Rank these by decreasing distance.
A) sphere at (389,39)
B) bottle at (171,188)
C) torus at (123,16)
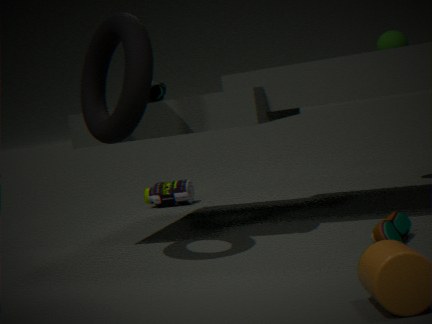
bottle at (171,188)
sphere at (389,39)
torus at (123,16)
